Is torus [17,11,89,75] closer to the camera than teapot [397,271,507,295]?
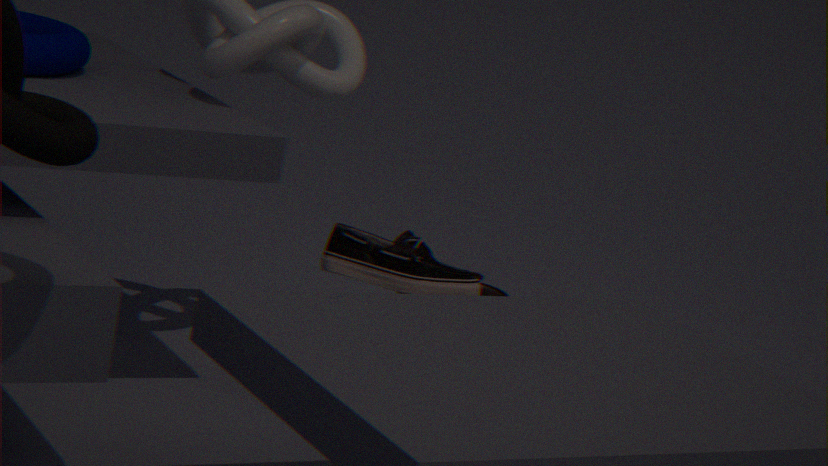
Yes
